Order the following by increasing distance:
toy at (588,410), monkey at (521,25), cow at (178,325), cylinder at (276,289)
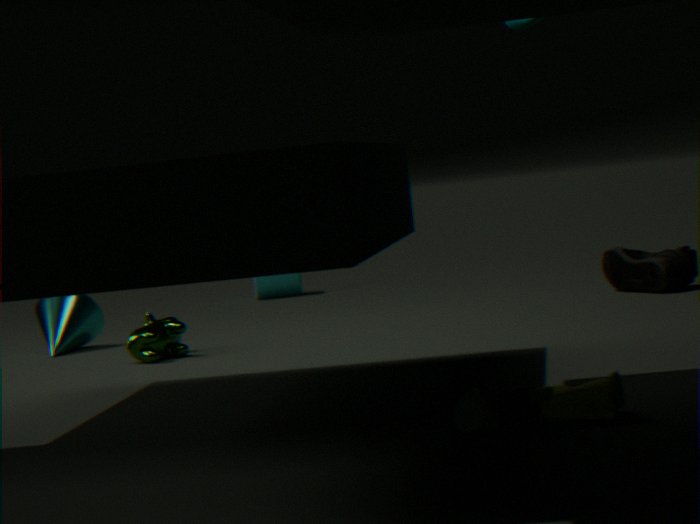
toy at (588,410)
monkey at (521,25)
cow at (178,325)
cylinder at (276,289)
